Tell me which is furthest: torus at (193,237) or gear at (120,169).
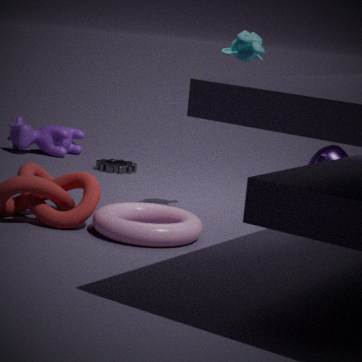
gear at (120,169)
